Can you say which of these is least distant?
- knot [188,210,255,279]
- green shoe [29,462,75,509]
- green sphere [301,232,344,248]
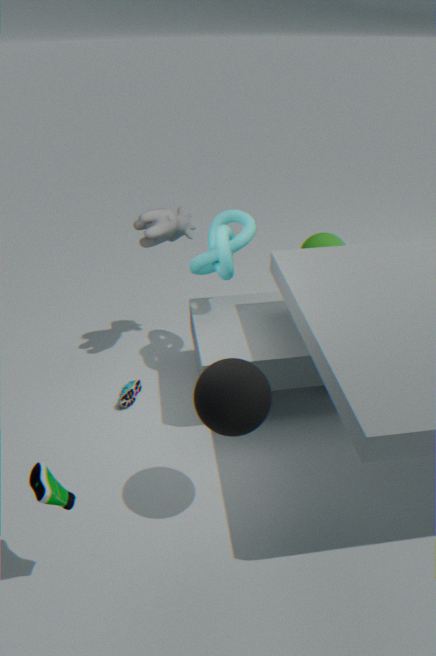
green shoe [29,462,75,509]
